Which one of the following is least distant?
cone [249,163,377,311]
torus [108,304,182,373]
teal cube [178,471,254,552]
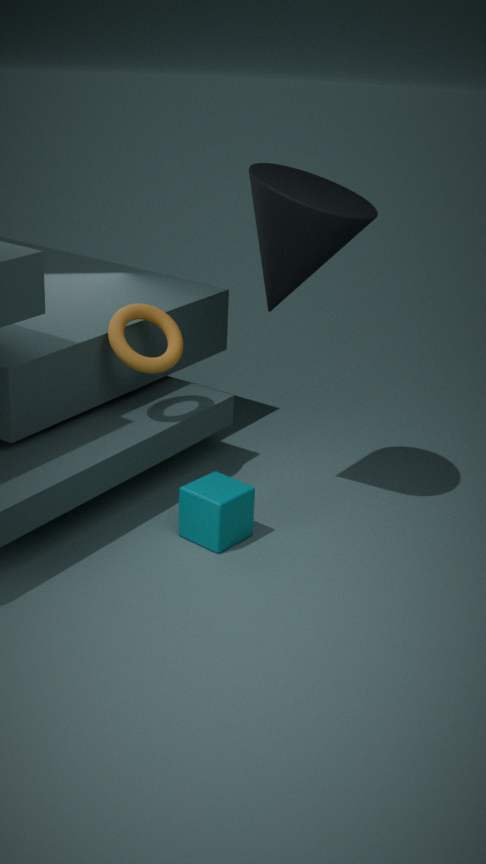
cone [249,163,377,311]
